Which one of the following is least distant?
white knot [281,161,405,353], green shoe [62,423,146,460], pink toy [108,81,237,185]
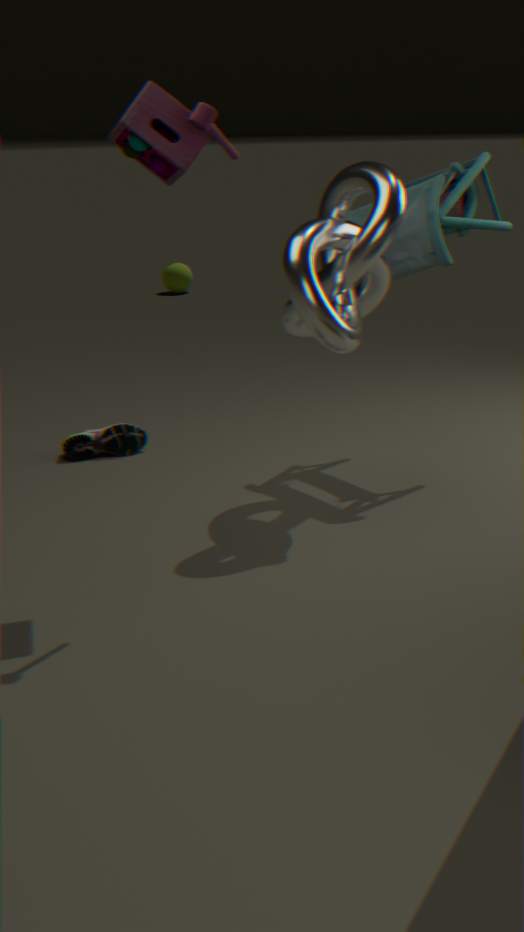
pink toy [108,81,237,185]
